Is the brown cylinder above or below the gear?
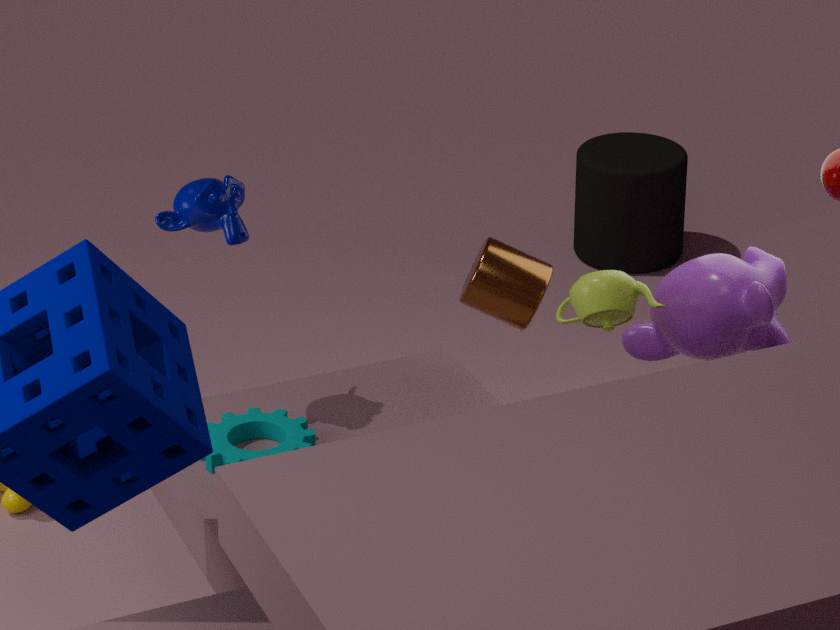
above
